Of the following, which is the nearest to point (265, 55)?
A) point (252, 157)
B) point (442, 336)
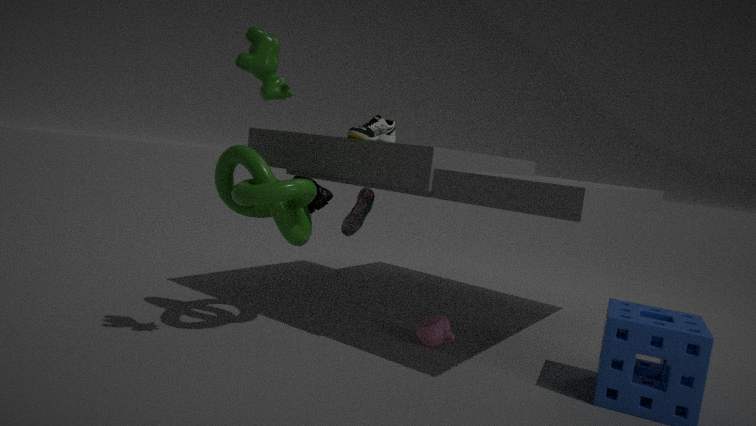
point (252, 157)
